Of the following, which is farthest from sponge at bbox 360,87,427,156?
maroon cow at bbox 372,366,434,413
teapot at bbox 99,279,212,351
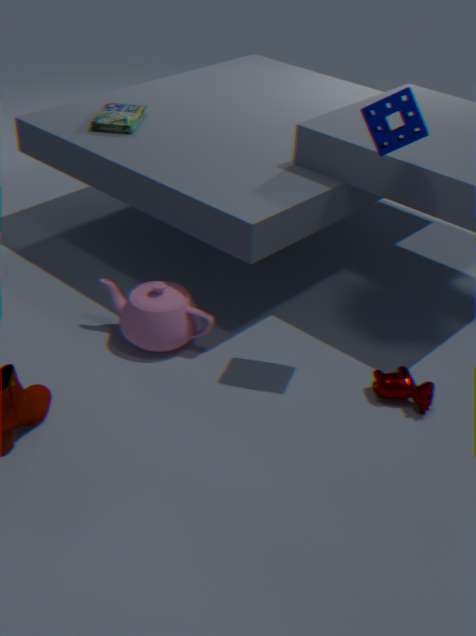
teapot at bbox 99,279,212,351
